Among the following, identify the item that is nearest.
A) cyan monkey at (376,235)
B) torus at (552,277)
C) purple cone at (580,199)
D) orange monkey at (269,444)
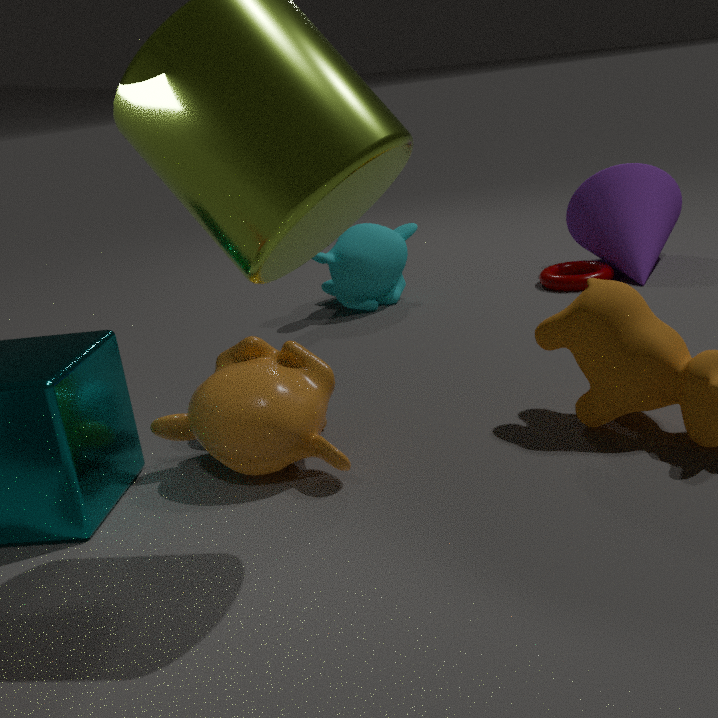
orange monkey at (269,444)
